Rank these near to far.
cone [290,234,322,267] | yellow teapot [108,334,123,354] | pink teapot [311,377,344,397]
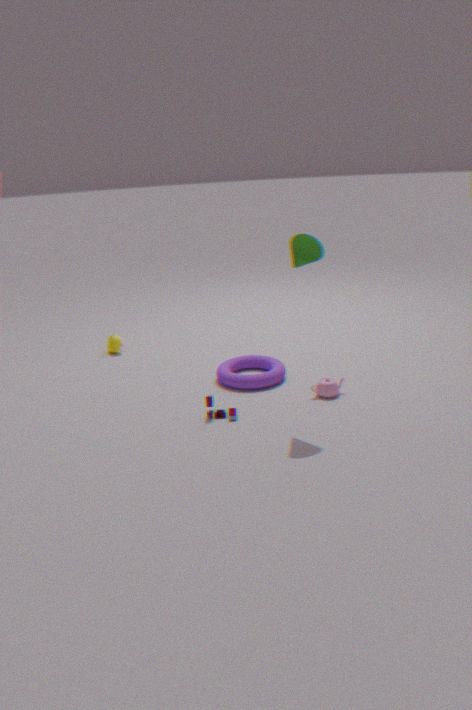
1. cone [290,234,322,267]
2. pink teapot [311,377,344,397]
3. yellow teapot [108,334,123,354]
